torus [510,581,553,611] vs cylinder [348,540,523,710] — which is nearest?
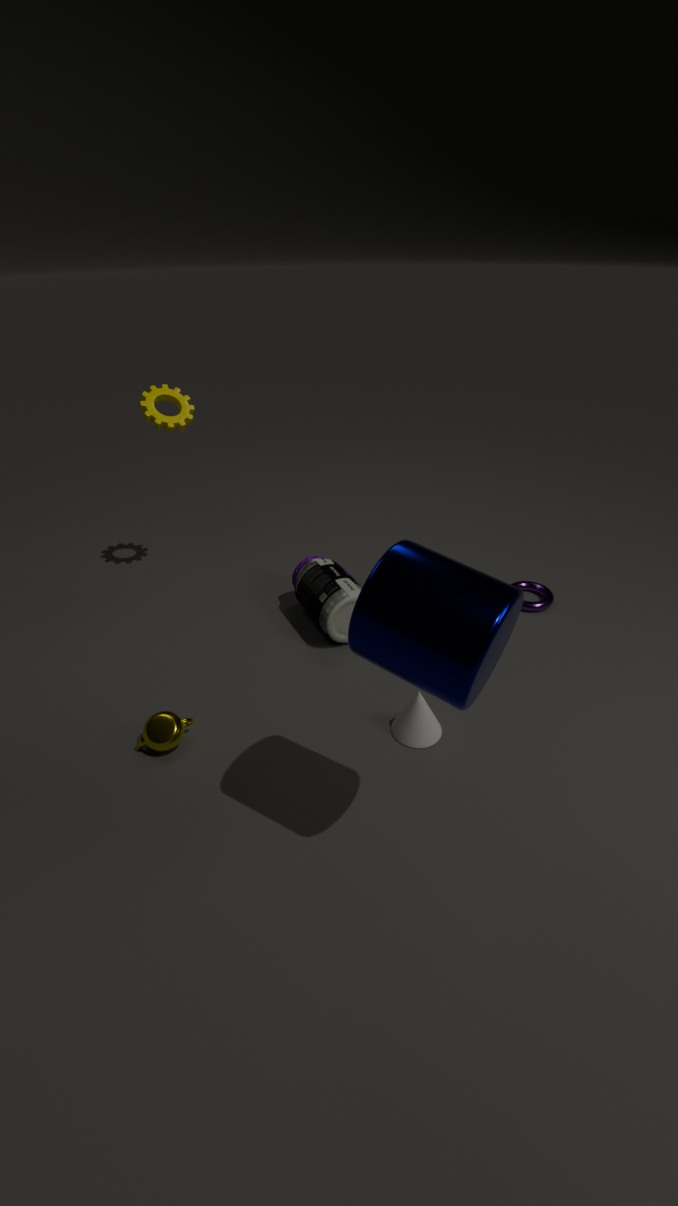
cylinder [348,540,523,710]
